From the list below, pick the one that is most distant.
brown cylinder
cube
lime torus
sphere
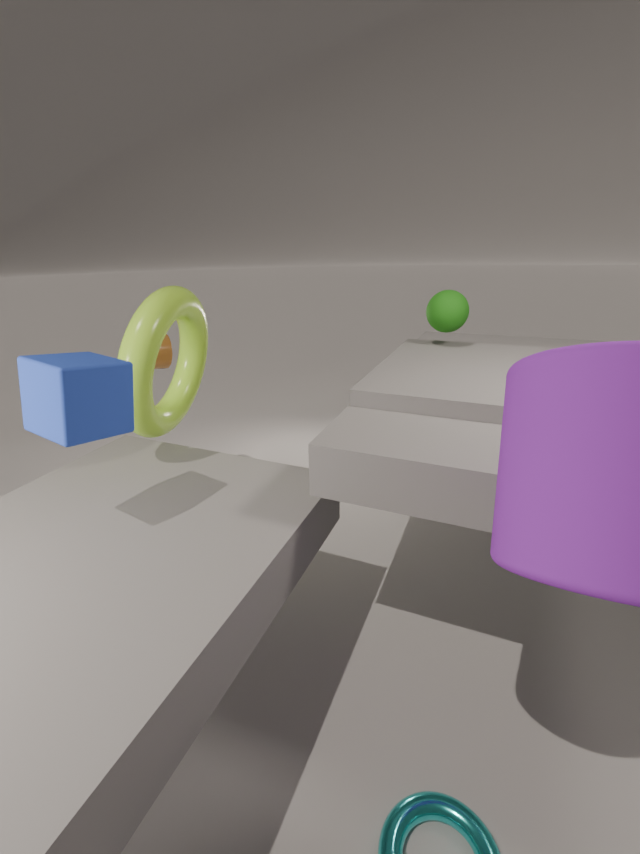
brown cylinder
